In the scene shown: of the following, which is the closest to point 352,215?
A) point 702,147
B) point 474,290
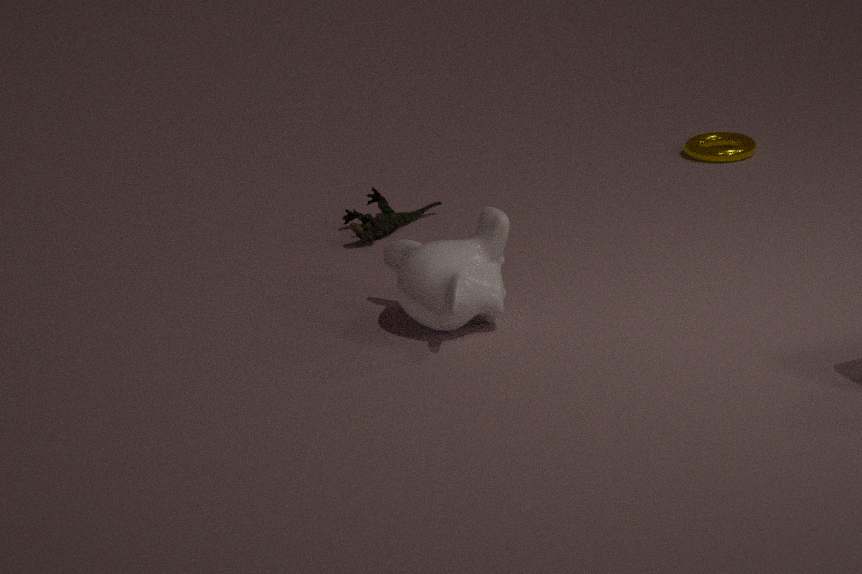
point 474,290
